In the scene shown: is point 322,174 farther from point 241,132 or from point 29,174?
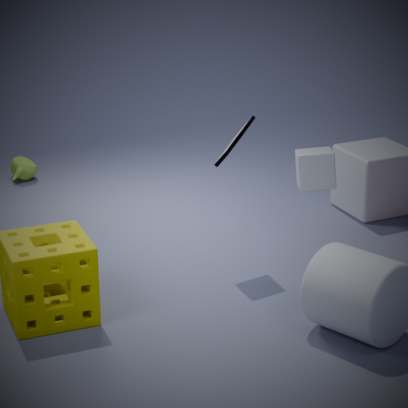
point 29,174
